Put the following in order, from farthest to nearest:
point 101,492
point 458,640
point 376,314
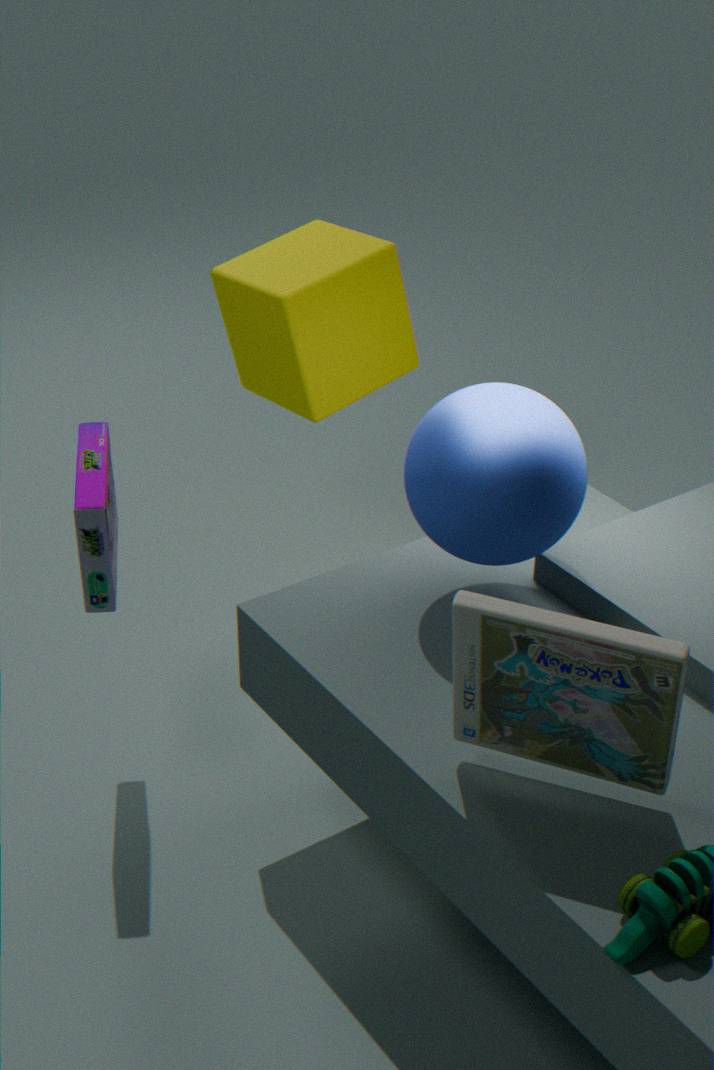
1. point 376,314
2. point 101,492
3. point 458,640
